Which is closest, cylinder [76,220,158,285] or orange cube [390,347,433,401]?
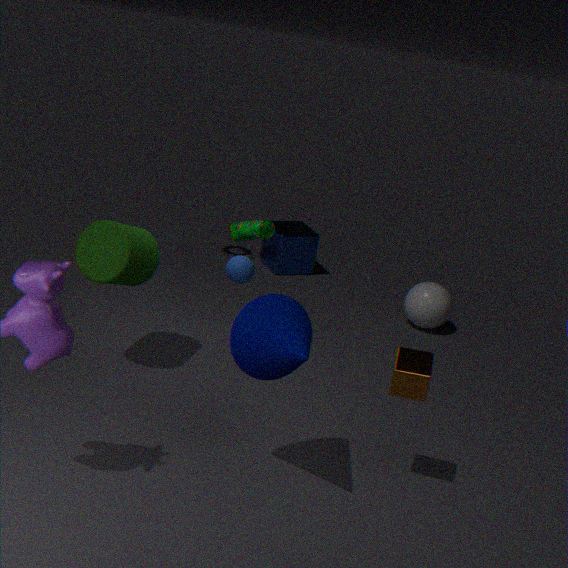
orange cube [390,347,433,401]
